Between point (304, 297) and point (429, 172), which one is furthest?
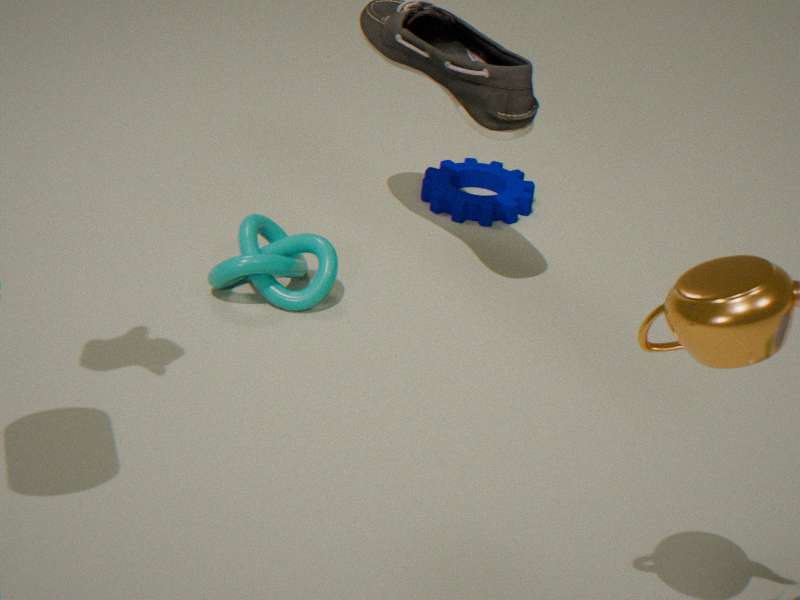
point (429, 172)
